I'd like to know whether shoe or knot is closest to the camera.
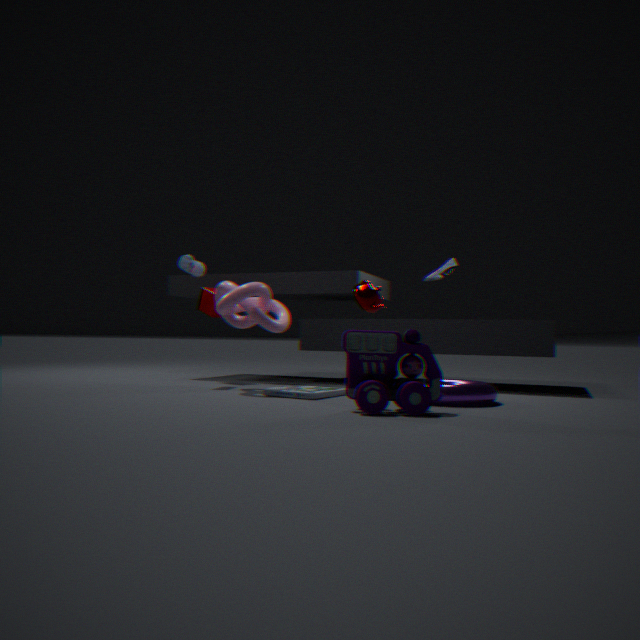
knot
